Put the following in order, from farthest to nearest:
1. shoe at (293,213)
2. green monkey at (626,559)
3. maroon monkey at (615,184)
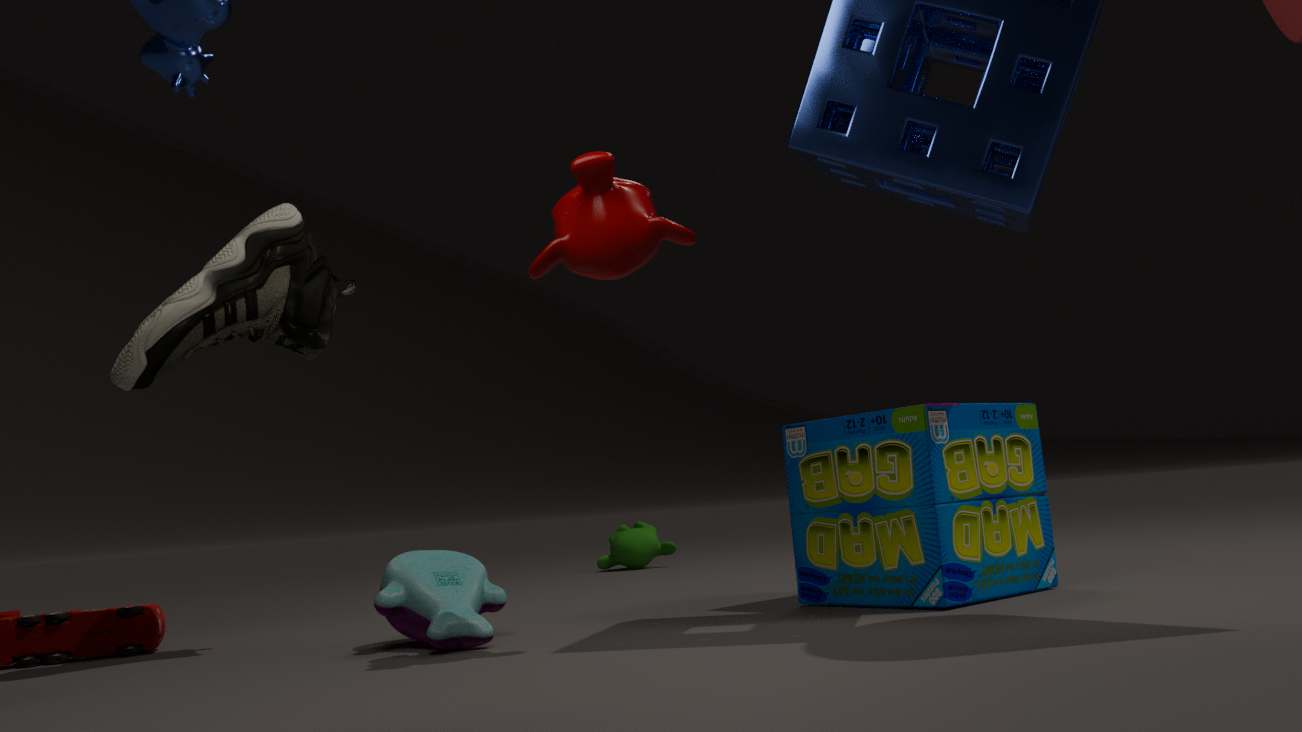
green monkey at (626,559), shoe at (293,213), maroon monkey at (615,184)
